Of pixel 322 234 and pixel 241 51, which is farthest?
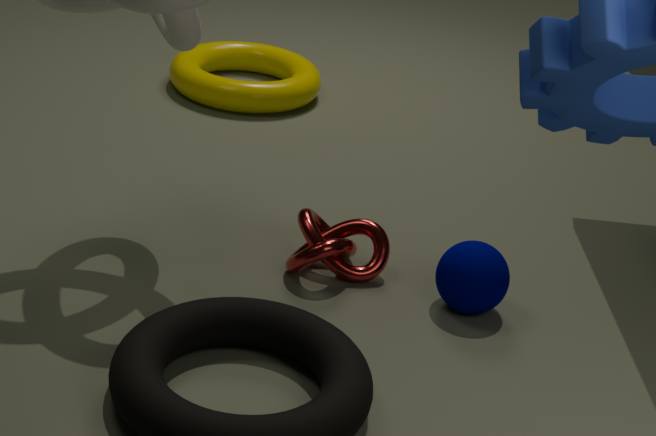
pixel 241 51
